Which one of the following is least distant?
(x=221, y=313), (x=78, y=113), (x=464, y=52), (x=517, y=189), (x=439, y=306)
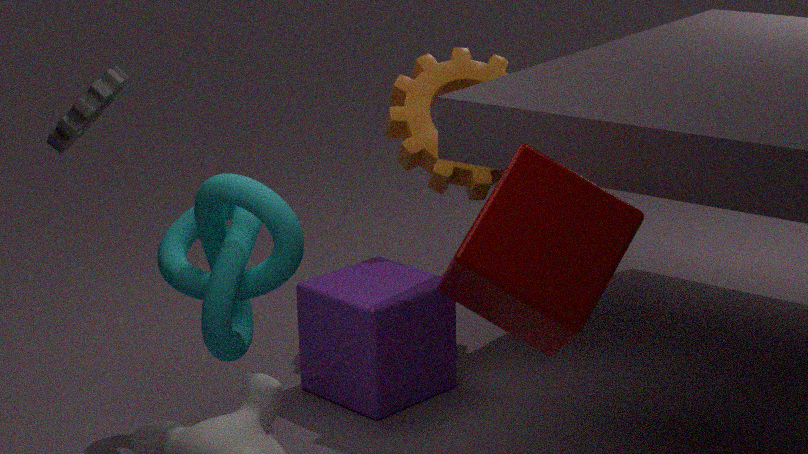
(x=517, y=189)
